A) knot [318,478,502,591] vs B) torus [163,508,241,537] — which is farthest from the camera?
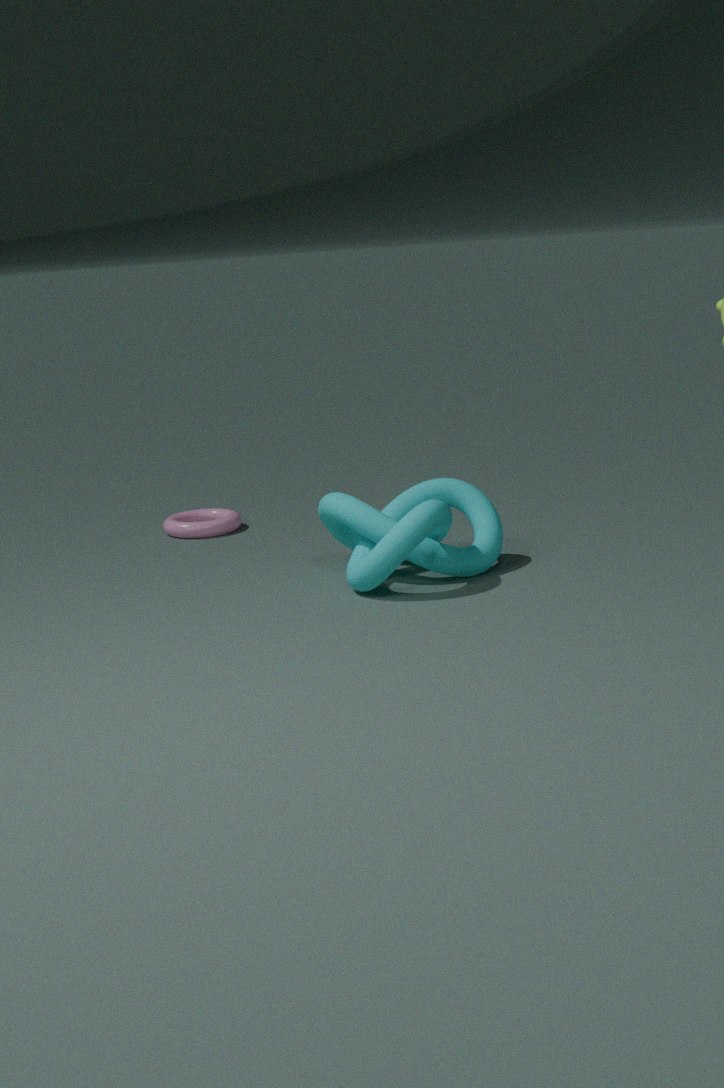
B. torus [163,508,241,537]
